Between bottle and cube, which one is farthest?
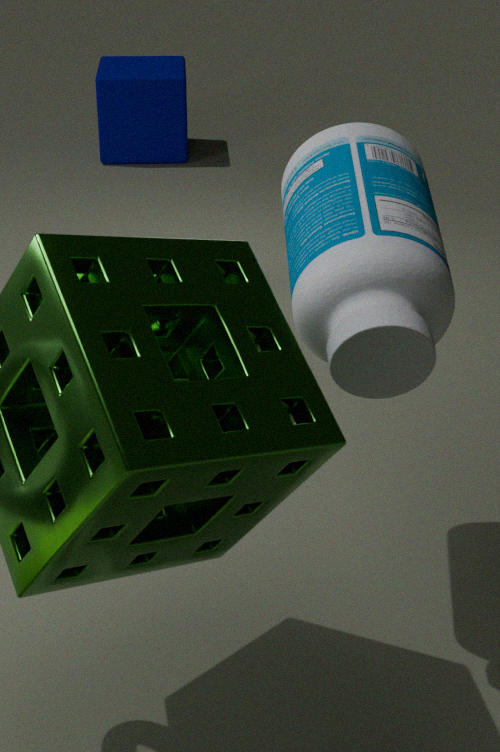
cube
